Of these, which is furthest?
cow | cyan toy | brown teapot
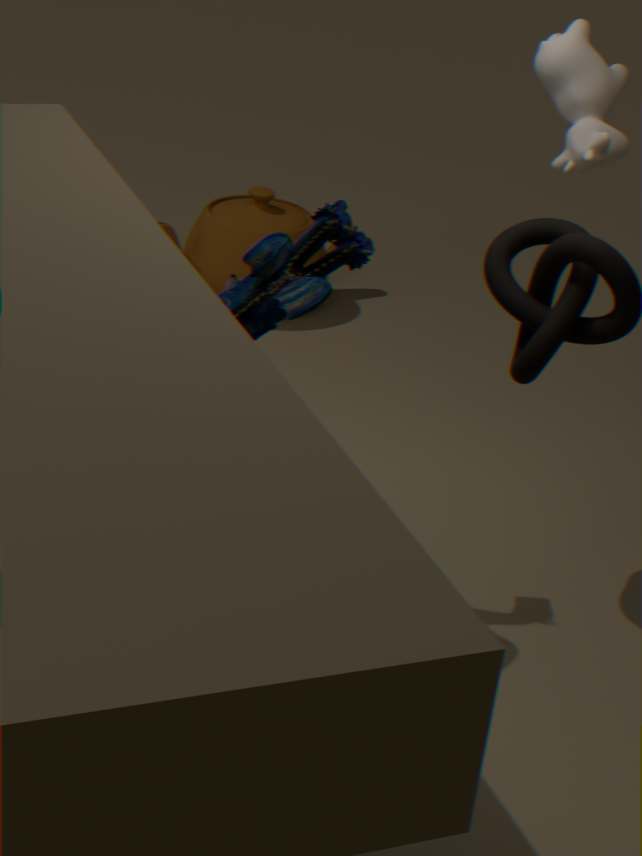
brown teapot
